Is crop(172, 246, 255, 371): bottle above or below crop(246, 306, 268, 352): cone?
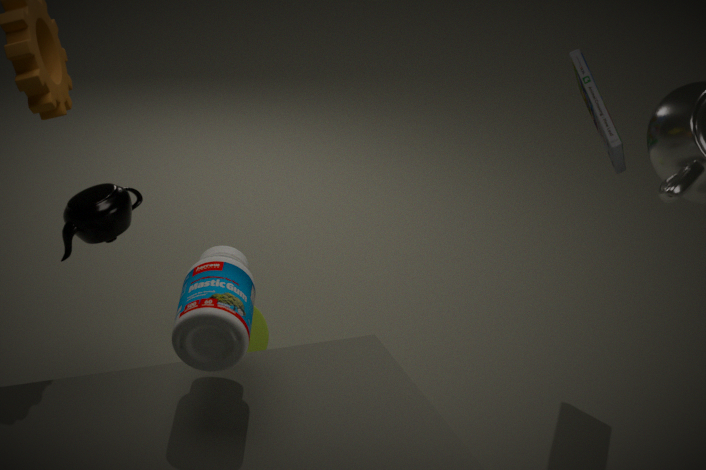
above
